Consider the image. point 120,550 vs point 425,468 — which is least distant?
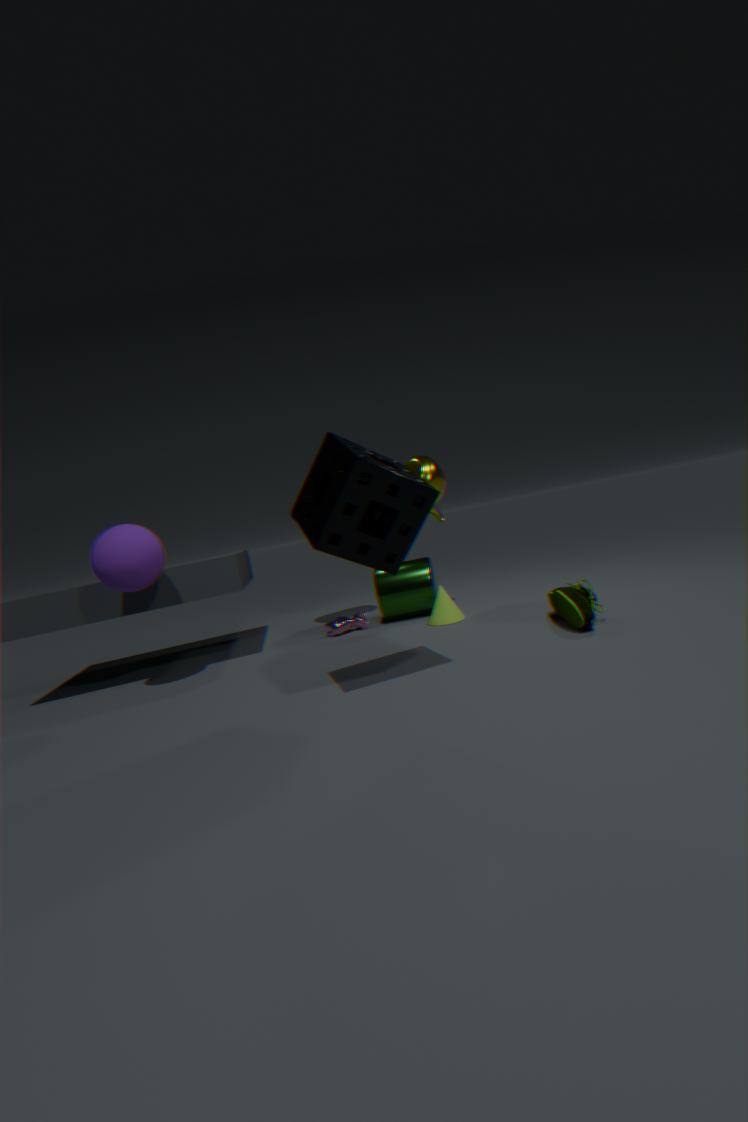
point 120,550
